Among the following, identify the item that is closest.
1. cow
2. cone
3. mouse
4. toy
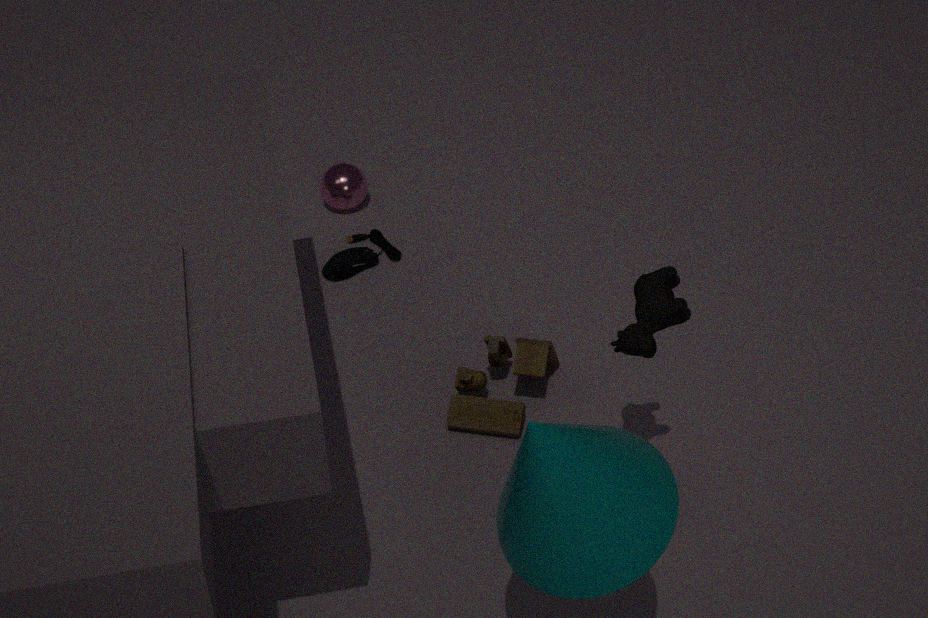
cone
